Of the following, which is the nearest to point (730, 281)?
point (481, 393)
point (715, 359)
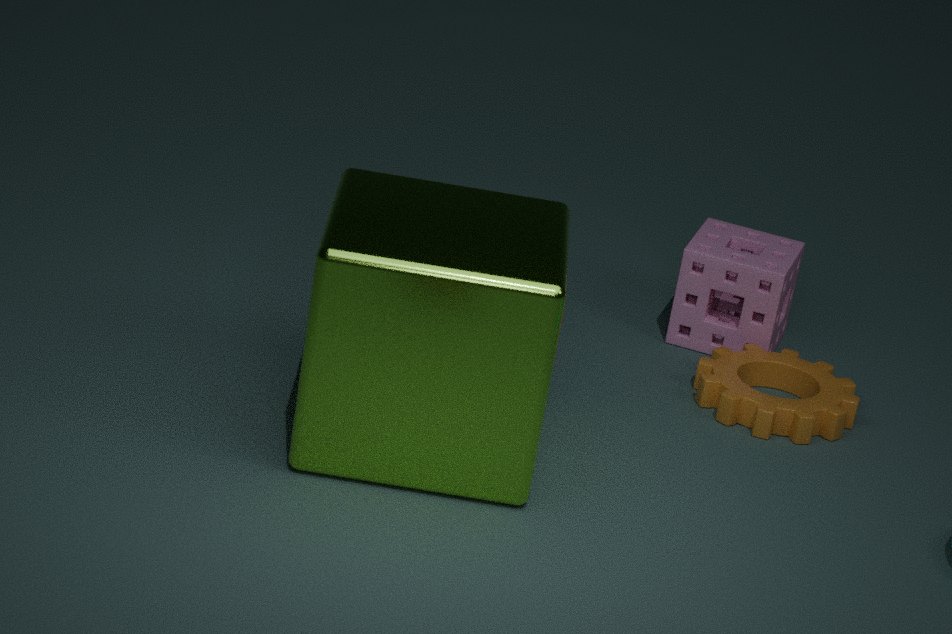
point (715, 359)
